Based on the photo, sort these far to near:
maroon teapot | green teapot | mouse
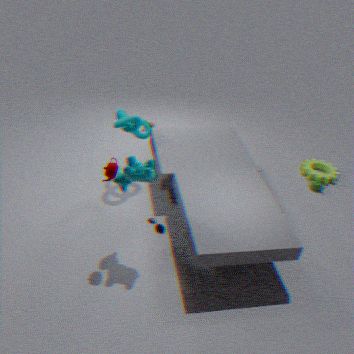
green teapot
mouse
maroon teapot
